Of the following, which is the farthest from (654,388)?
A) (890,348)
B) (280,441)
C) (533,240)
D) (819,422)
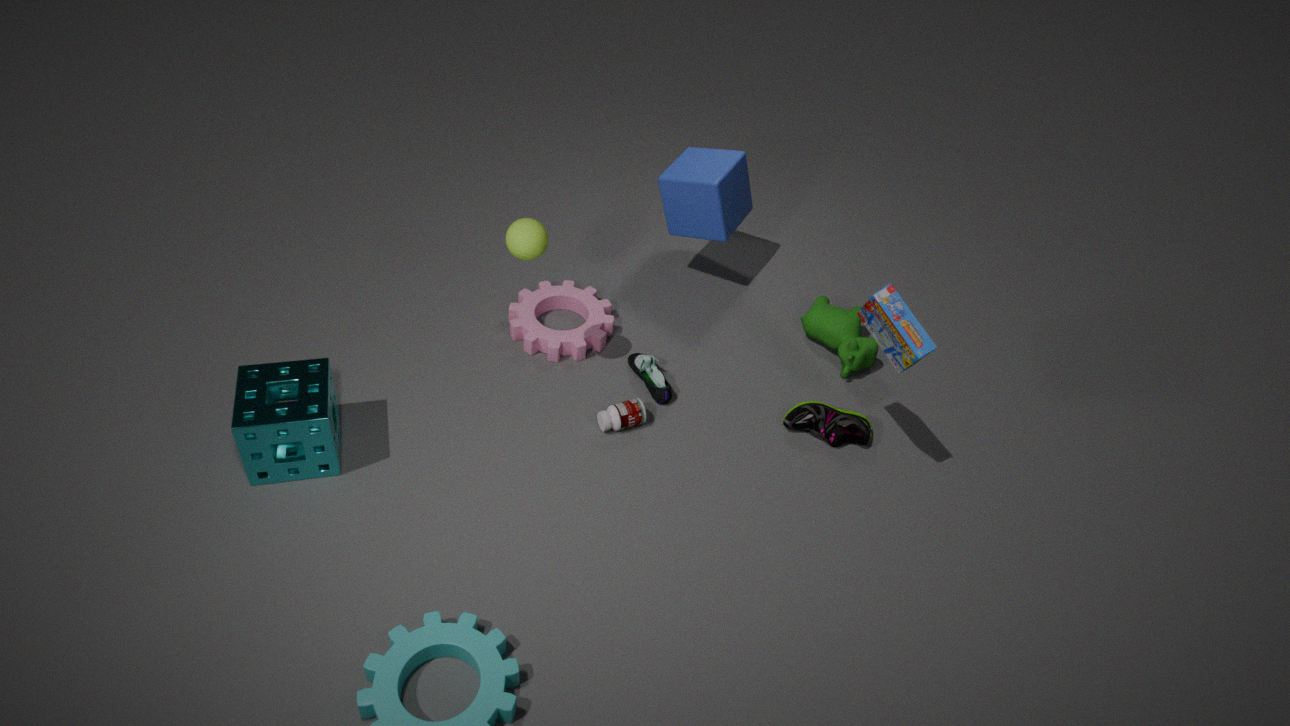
(280,441)
